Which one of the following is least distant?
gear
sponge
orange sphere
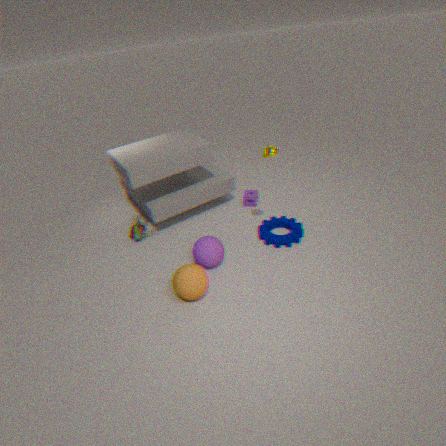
orange sphere
